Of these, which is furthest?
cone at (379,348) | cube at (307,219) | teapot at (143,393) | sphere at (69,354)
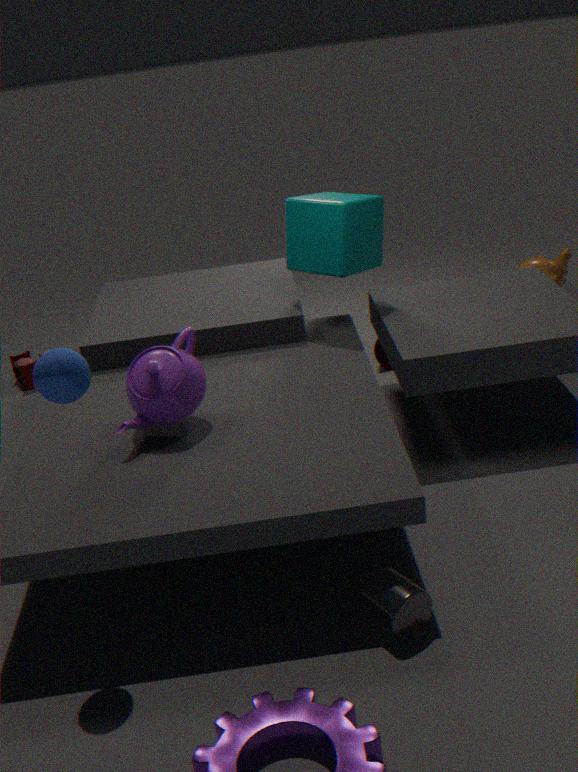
cone at (379,348)
